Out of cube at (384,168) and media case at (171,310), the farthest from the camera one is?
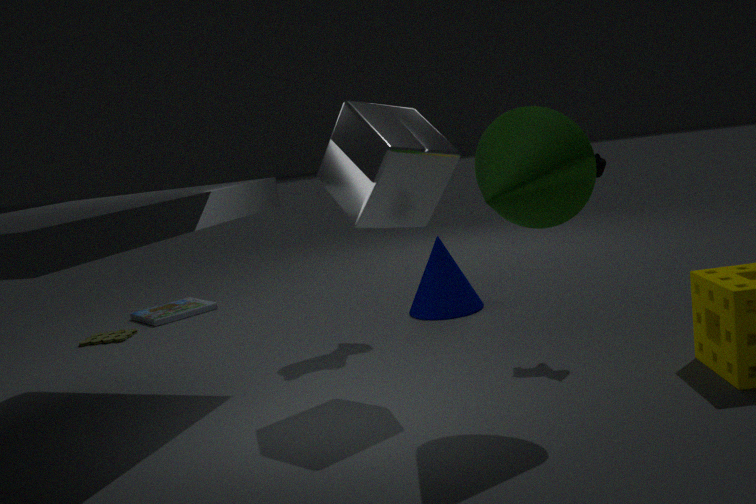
media case at (171,310)
